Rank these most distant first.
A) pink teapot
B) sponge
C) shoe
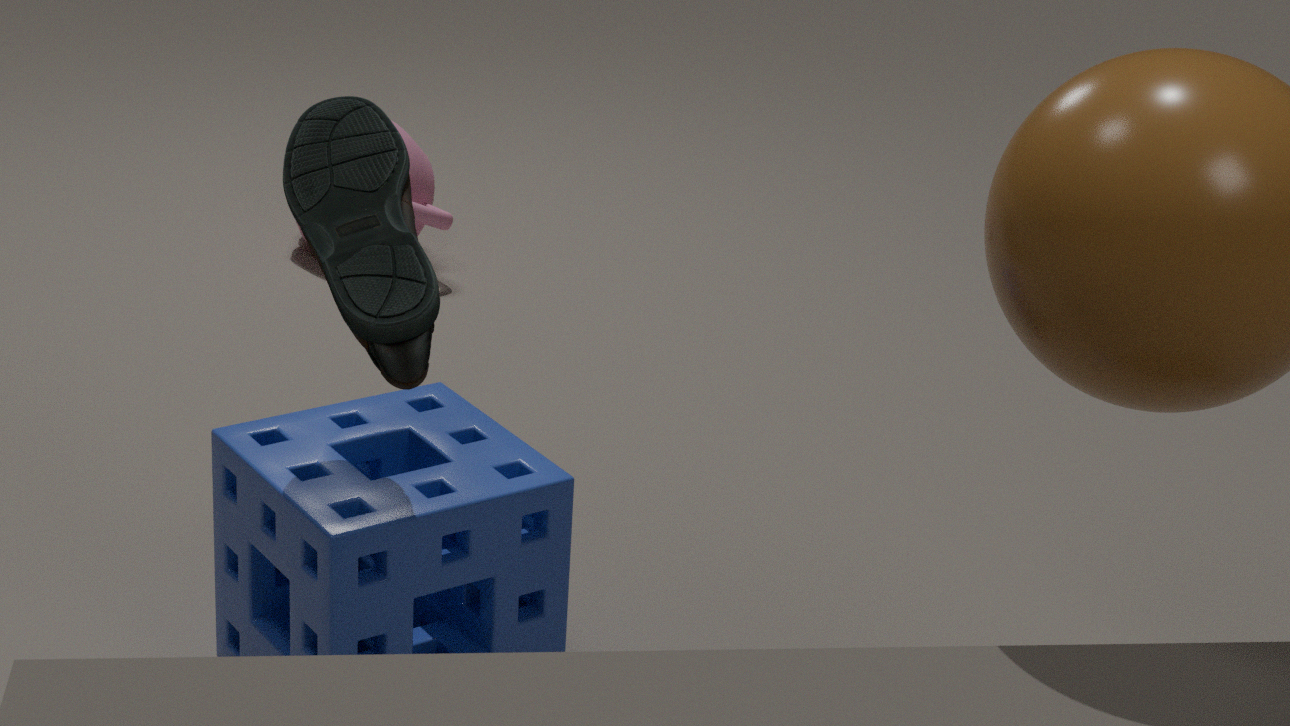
pink teapot → sponge → shoe
